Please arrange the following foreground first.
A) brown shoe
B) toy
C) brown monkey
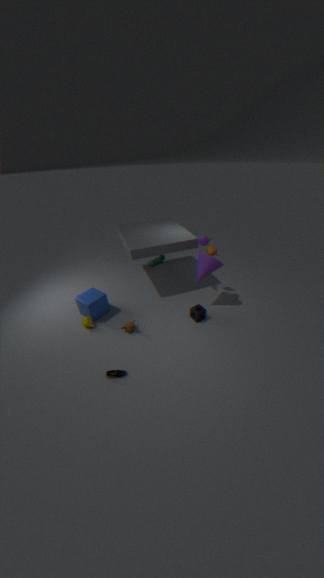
brown shoe < brown monkey < toy
